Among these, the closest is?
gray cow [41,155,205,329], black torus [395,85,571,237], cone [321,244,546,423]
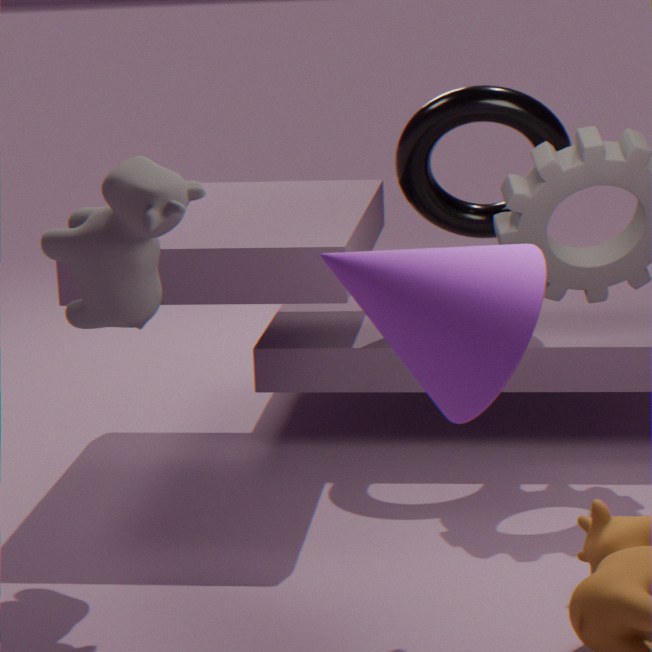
cone [321,244,546,423]
